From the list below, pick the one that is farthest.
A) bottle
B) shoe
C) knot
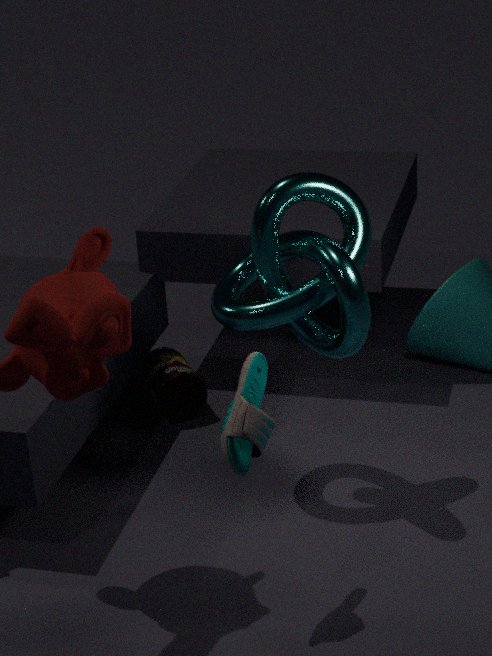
bottle
